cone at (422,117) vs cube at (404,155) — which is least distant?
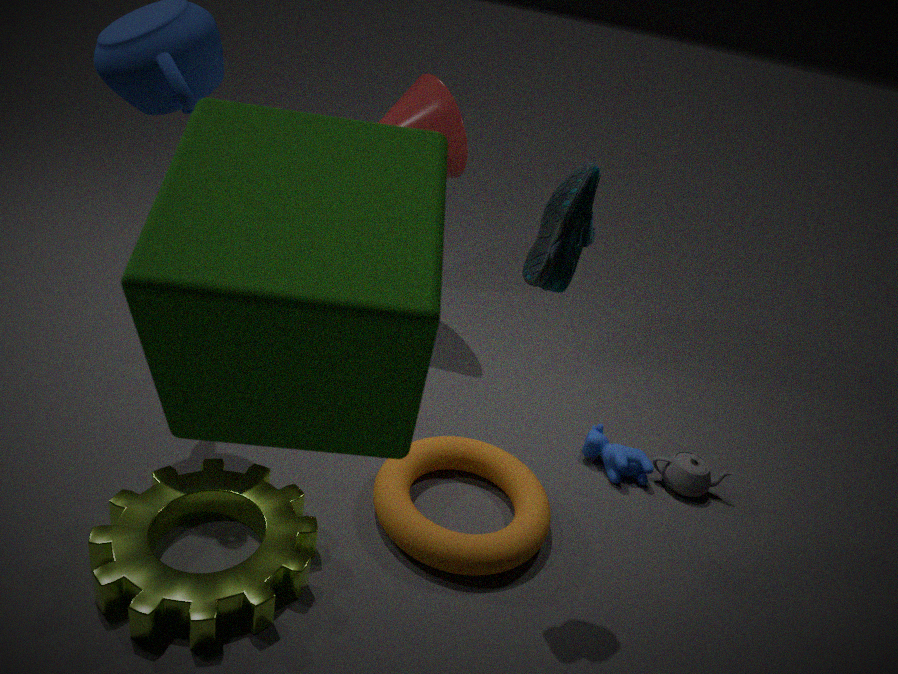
cube at (404,155)
